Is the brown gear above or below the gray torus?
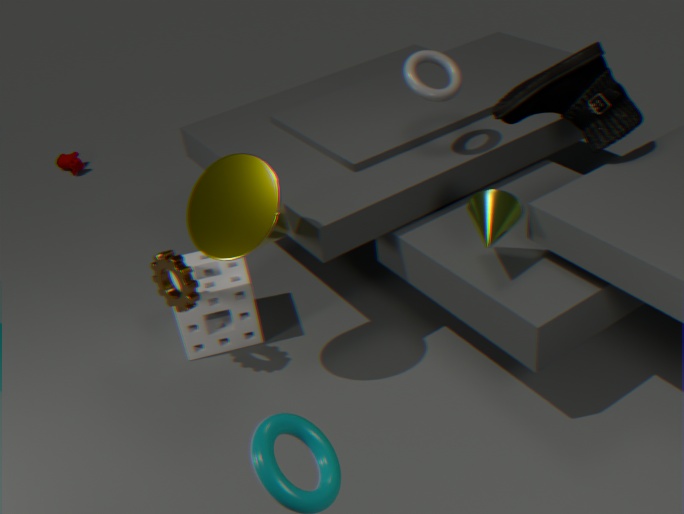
below
